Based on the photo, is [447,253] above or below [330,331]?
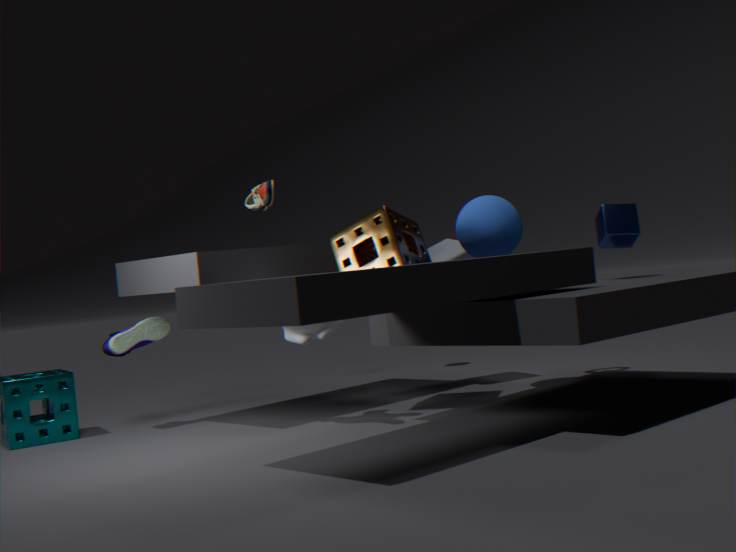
above
